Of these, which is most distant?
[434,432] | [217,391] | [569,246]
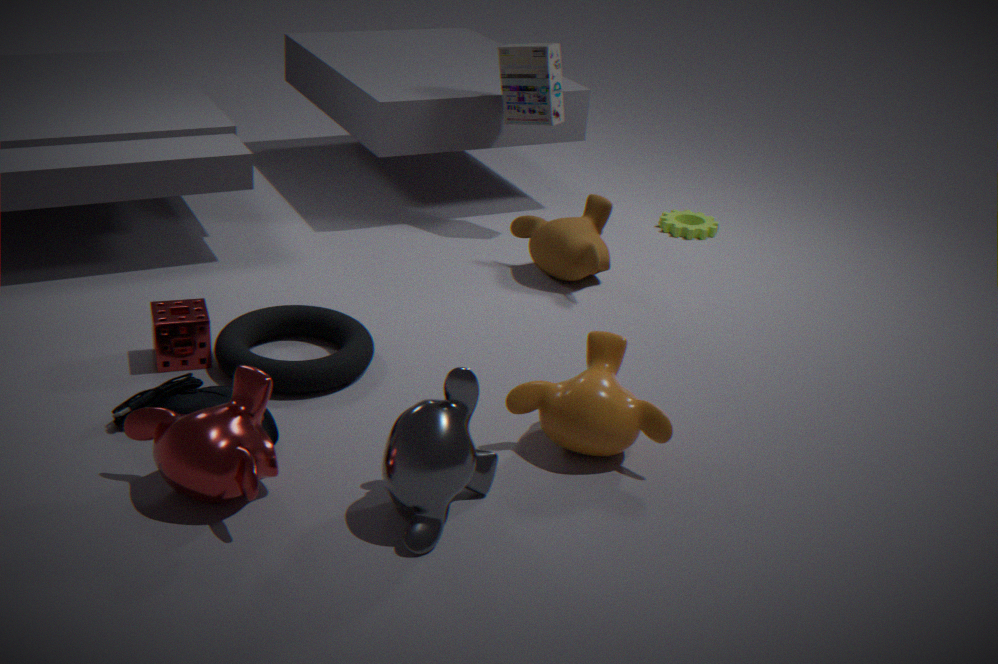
[569,246]
